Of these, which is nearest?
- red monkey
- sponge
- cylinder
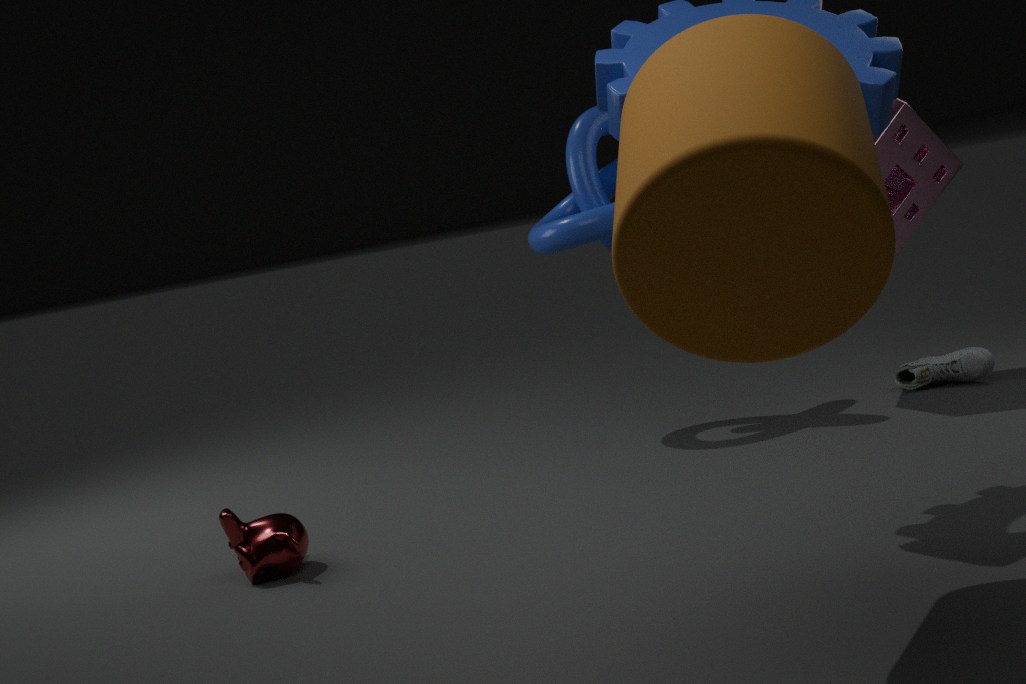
cylinder
